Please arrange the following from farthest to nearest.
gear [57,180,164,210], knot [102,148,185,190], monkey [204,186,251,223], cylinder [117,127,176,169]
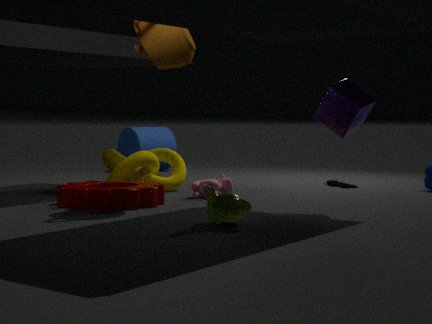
cylinder [117,127,176,169] < knot [102,148,185,190] < gear [57,180,164,210] < monkey [204,186,251,223]
